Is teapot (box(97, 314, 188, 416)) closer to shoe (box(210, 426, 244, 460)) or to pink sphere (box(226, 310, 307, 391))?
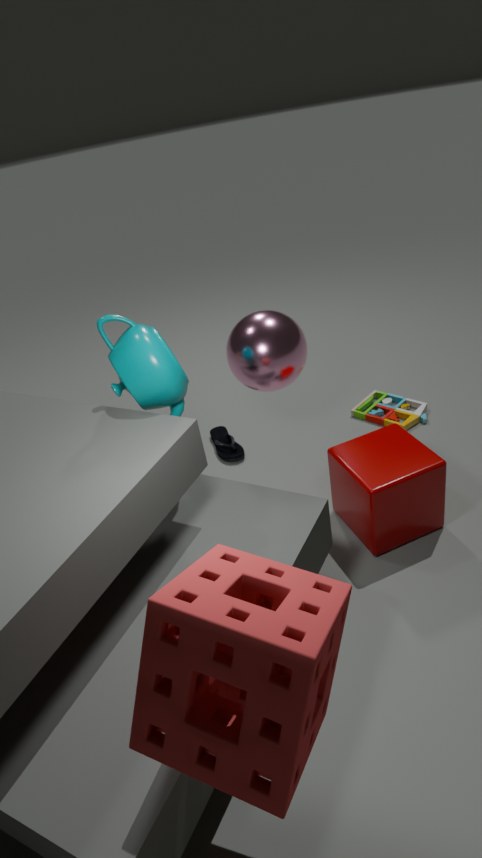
pink sphere (box(226, 310, 307, 391))
